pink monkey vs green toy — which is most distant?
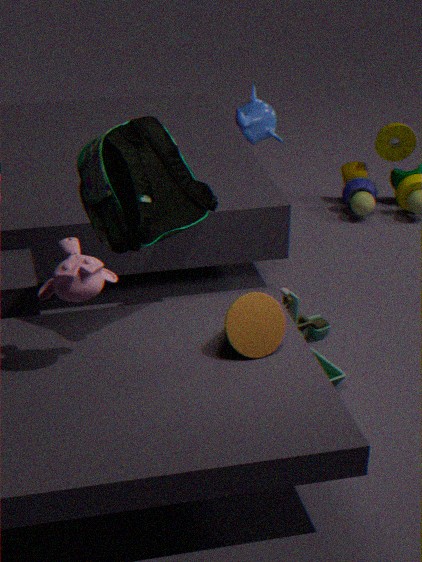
green toy
